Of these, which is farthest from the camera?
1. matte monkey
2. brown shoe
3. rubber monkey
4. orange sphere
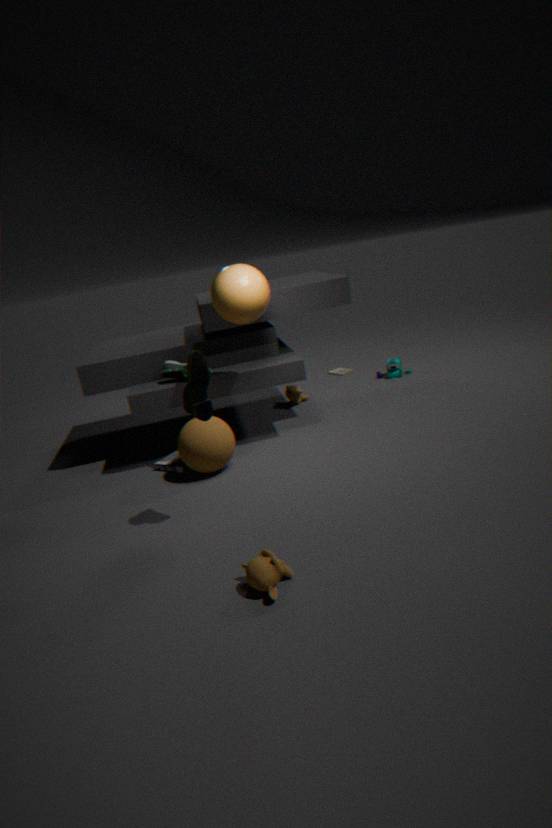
rubber monkey
